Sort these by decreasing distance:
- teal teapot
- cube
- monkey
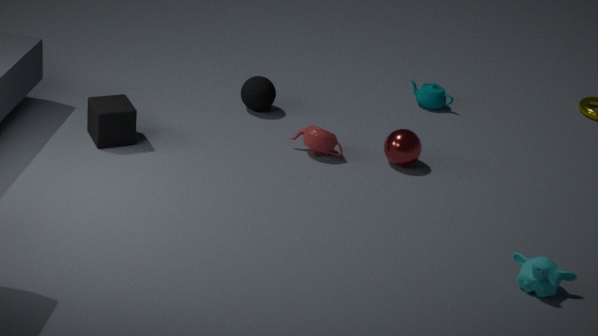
1. teal teapot
2. cube
3. monkey
